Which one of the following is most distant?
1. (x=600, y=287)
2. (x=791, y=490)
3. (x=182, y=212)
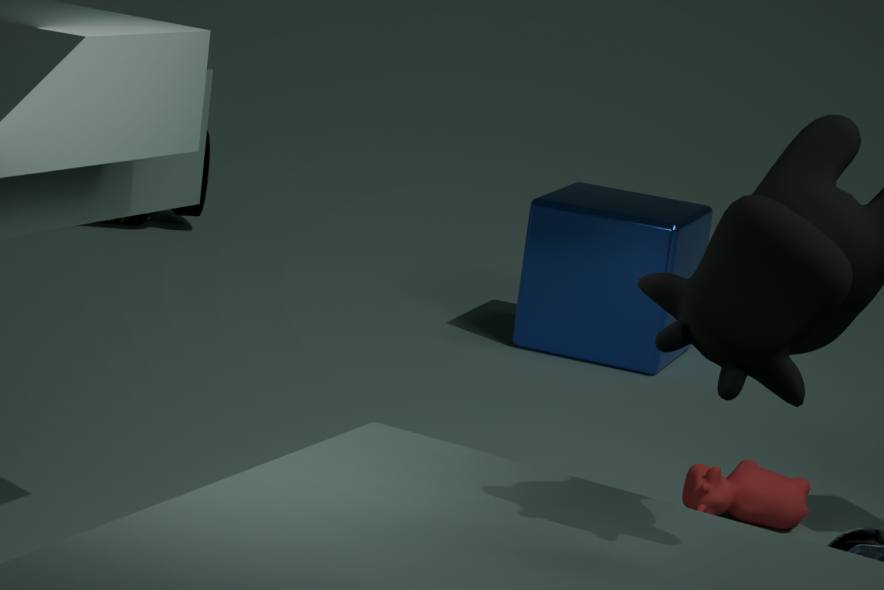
(x=182, y=212)
